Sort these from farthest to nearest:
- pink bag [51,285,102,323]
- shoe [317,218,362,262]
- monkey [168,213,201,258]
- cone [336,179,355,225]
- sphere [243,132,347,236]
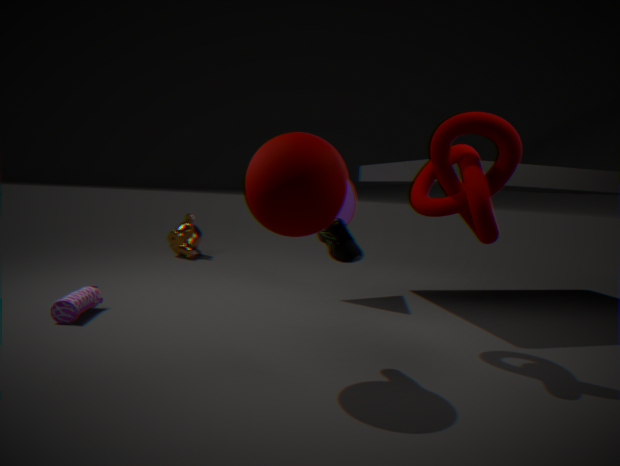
1. monkey [168,213,201,258]
2. cone [336,179,355,225]
3. pink bag [51,285,102,323]
4. shoe [317,218,362,262]
5. sphere [243,132,347,236]
